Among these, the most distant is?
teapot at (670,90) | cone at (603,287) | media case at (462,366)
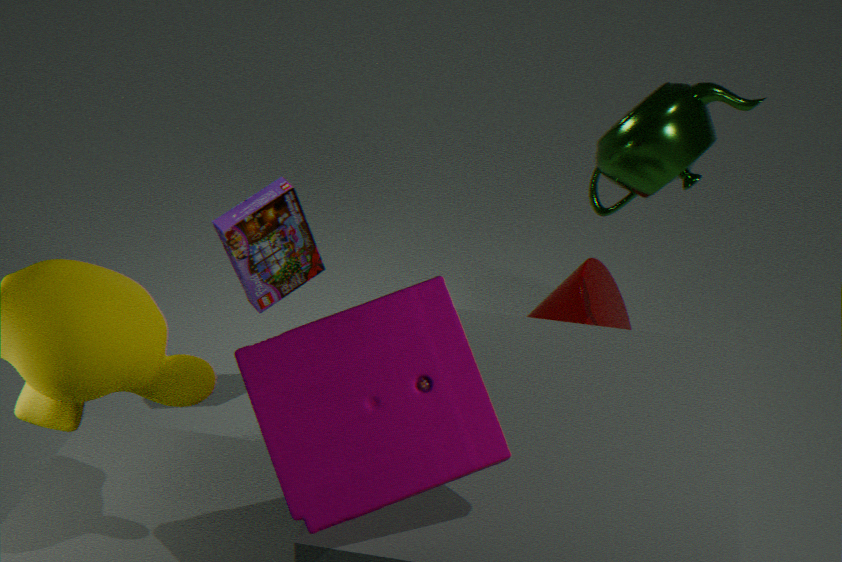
cone at (603,287)
